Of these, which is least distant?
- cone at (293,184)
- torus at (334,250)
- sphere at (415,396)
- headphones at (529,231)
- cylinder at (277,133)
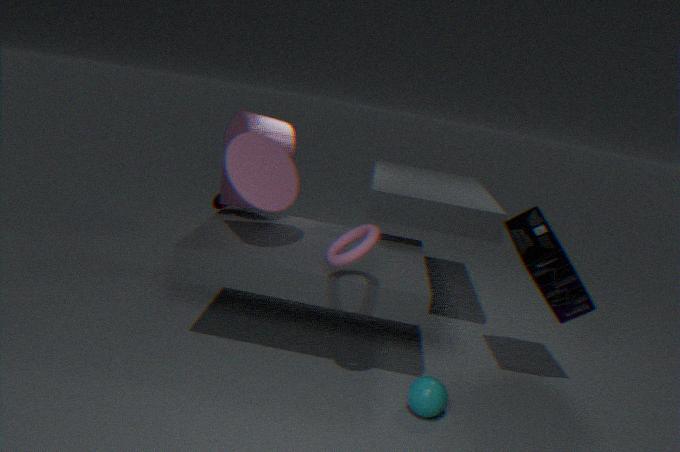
torus at (334,250)
